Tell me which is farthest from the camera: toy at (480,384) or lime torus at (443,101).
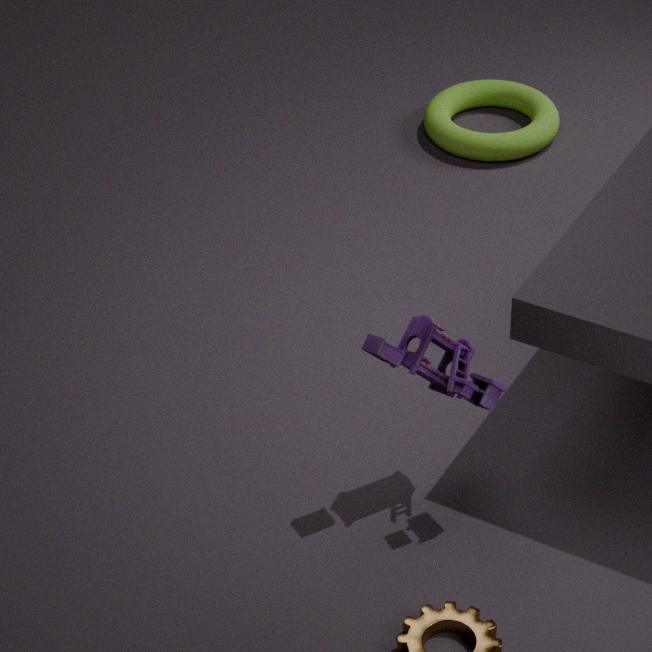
lime torus at (443,101)
